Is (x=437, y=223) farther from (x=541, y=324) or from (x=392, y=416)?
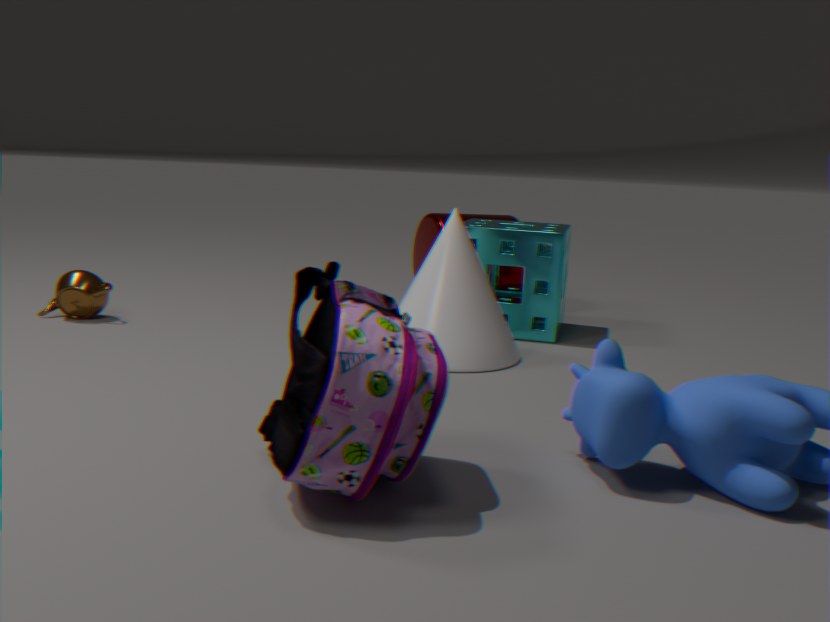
(x=392, y=416)
